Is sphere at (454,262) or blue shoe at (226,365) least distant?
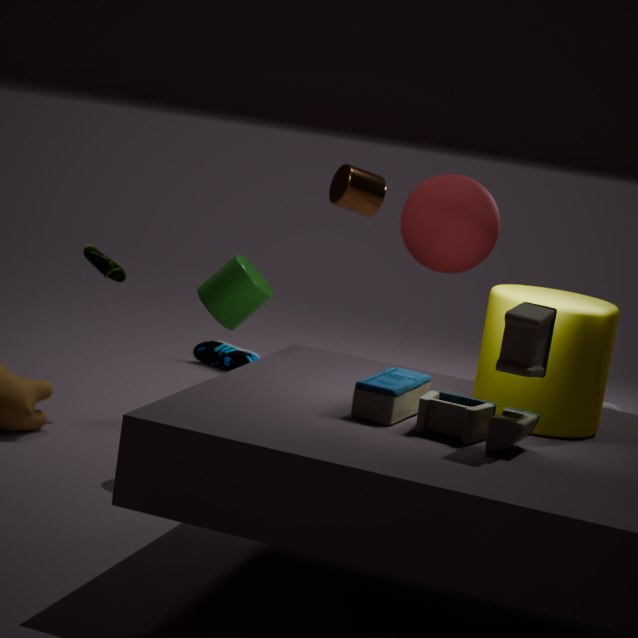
sphere at (454,262)
